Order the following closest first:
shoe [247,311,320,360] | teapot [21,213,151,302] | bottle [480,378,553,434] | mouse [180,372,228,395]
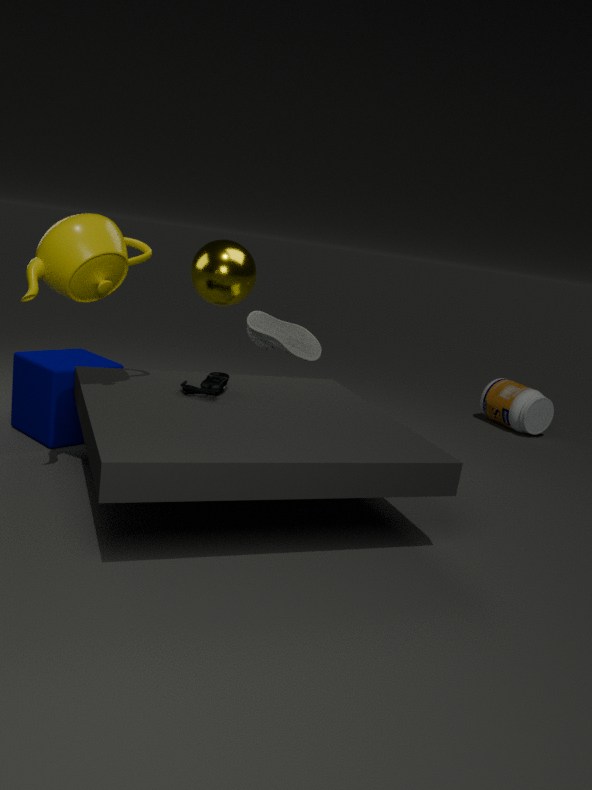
teapot [21,213,151,302] < mouse [180,372,228,395] < shoe [247,311,320,360] < bottle [480,378,553,434]
